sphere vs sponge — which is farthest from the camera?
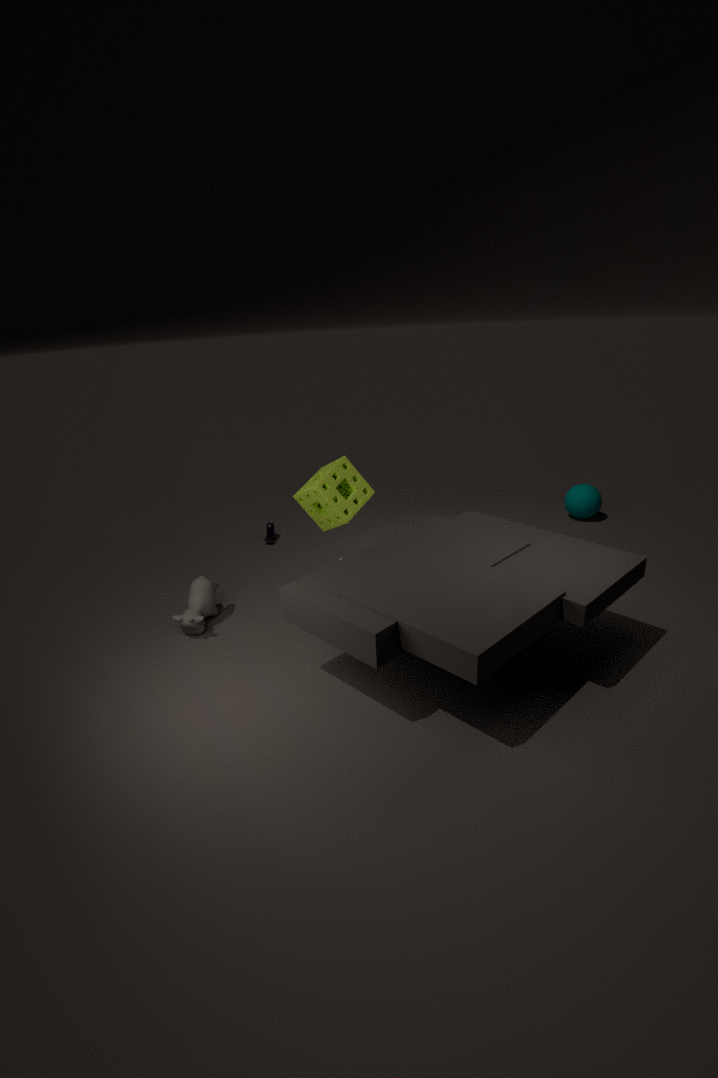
sphere
